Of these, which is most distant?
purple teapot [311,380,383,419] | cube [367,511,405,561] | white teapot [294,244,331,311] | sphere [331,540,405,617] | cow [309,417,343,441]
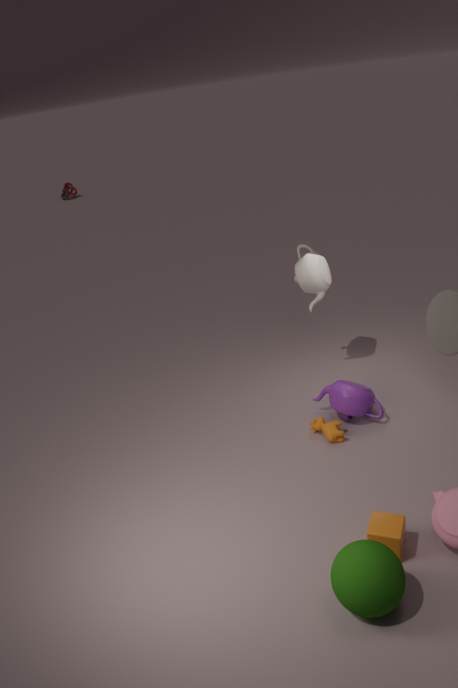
white teapot [294,244,331,311]
